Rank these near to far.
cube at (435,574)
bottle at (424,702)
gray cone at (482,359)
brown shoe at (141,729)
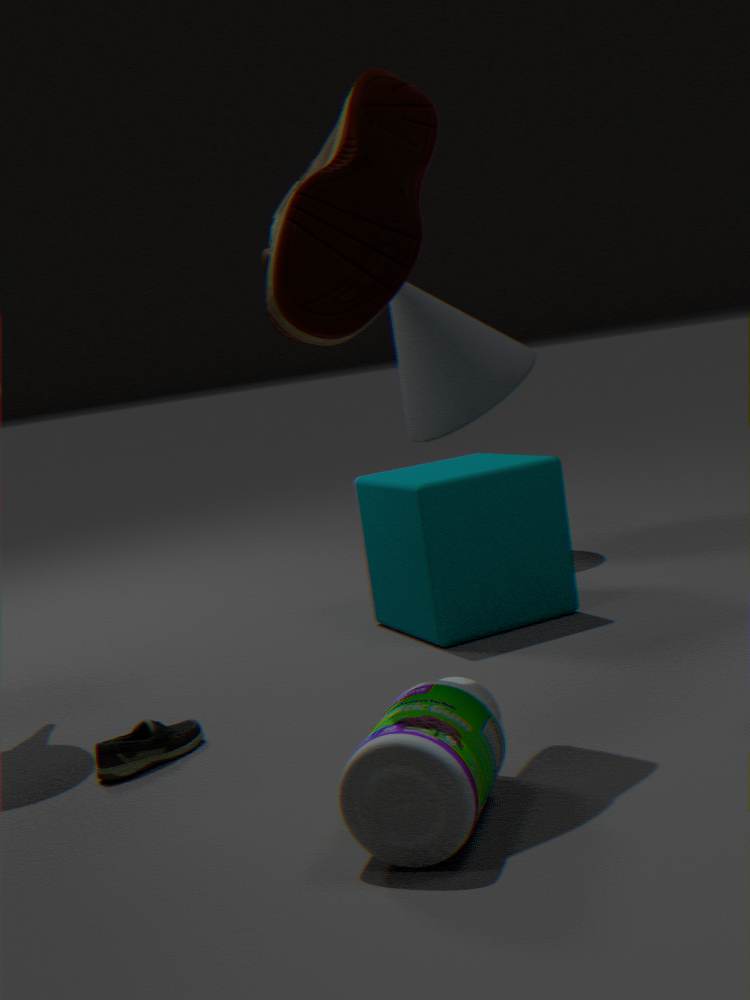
bottle at (424,702), brown shoe at (141,729), cube at (435,574), gray cone at (482,359)
